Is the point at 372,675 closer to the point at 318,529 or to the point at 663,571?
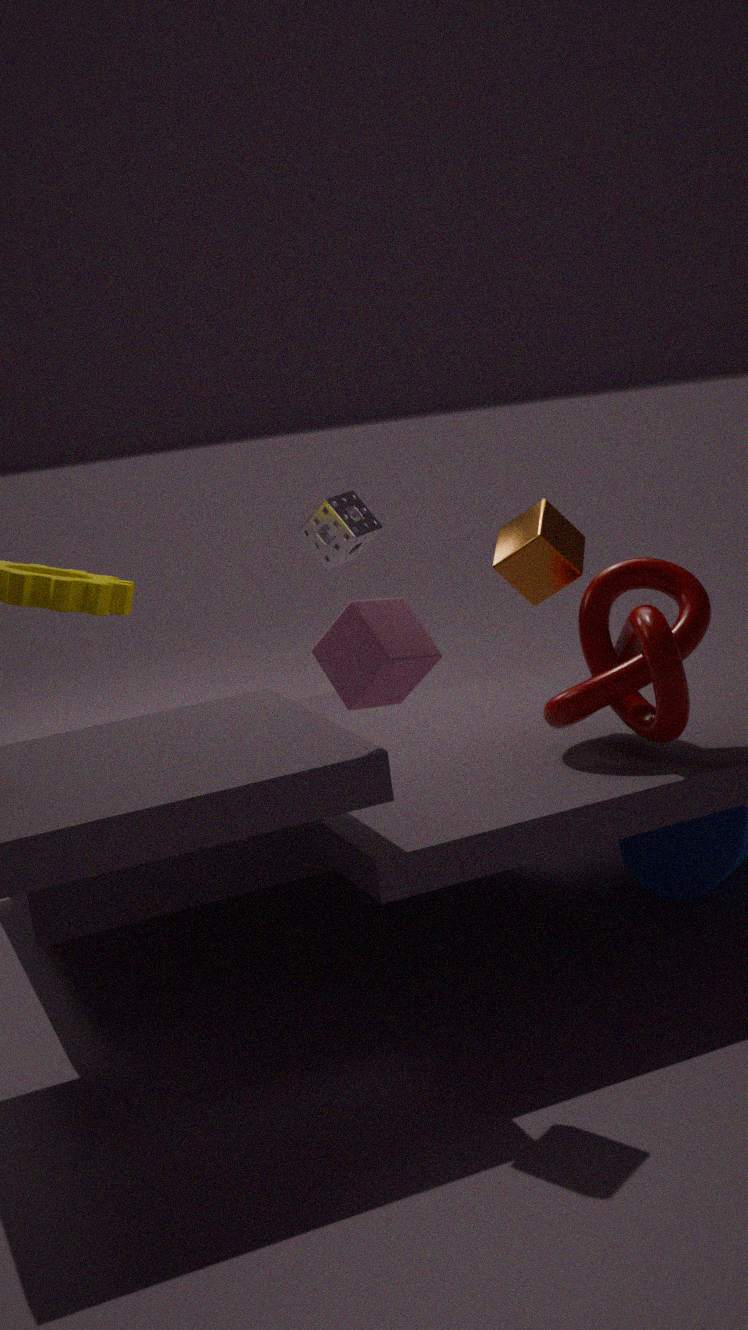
the point at 663,571
